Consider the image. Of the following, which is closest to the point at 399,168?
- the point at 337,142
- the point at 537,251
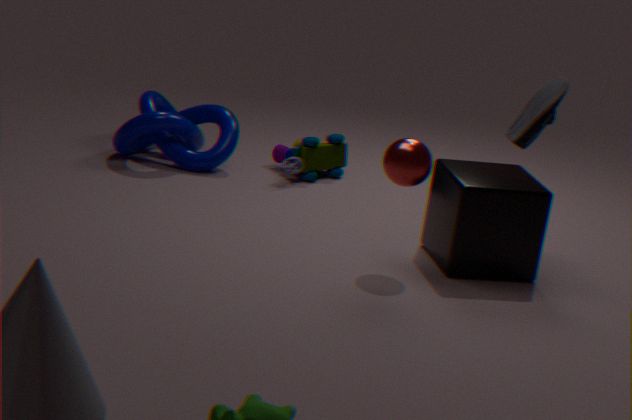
the point at 537,251
